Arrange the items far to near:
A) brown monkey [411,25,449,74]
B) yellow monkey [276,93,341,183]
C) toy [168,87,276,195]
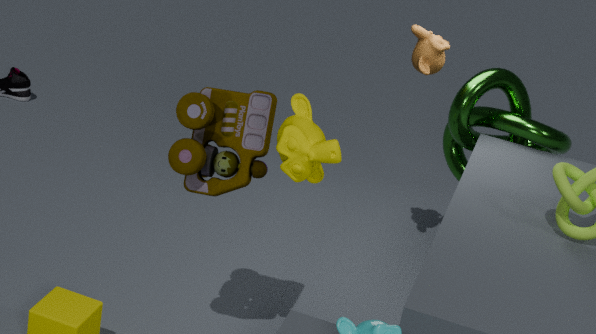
brown monkey [411,25,449,74] → toy [168,87,276,195] → yellow monkey [276,93,341,183]
